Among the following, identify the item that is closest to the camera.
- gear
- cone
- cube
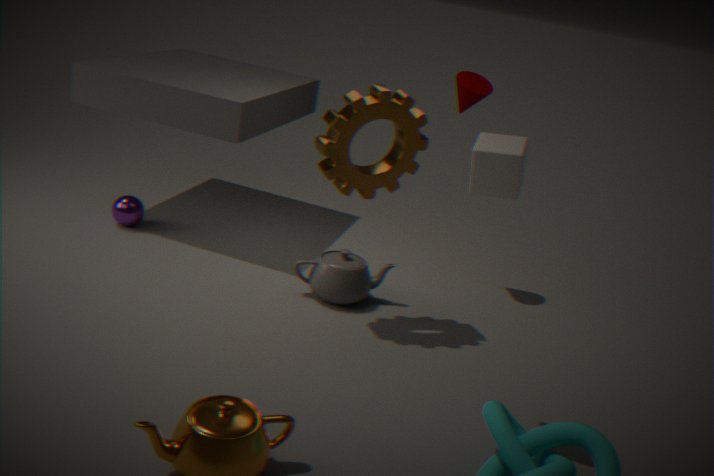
cube
